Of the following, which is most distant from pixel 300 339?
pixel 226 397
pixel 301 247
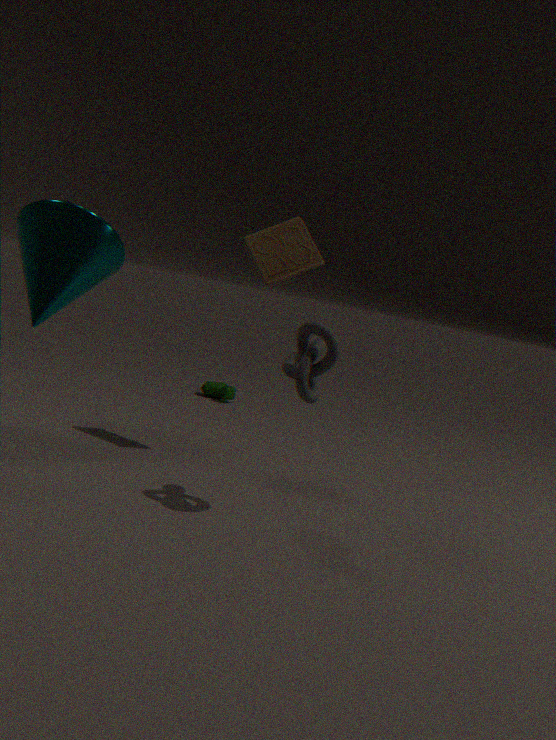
pixel 226 397
